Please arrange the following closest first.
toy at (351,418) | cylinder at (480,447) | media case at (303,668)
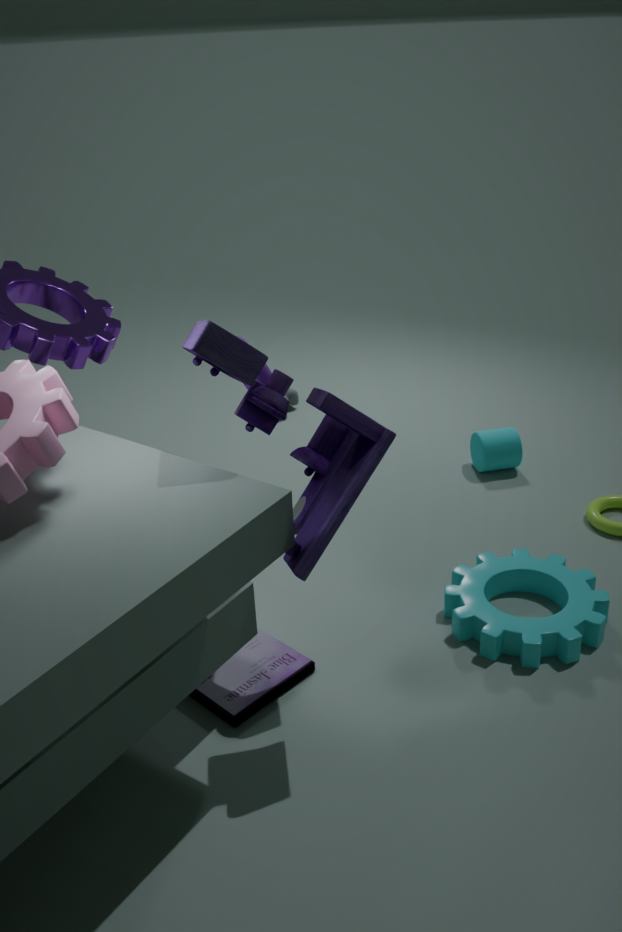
toy at (351,418), media case at (303,668), cylinder at (480,447)
